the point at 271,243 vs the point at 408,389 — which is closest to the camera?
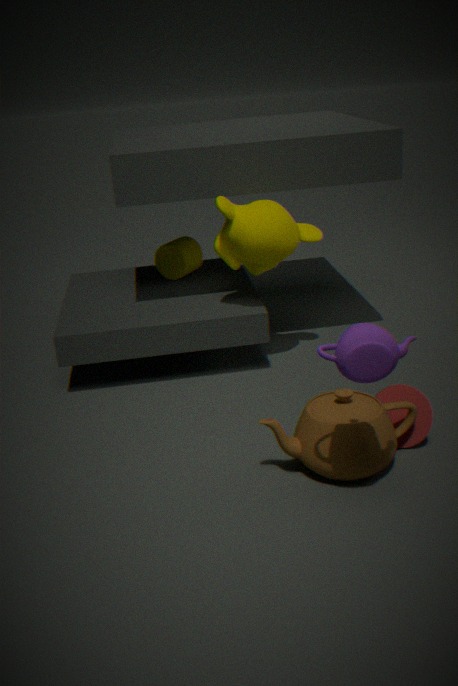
the point at 408,389
